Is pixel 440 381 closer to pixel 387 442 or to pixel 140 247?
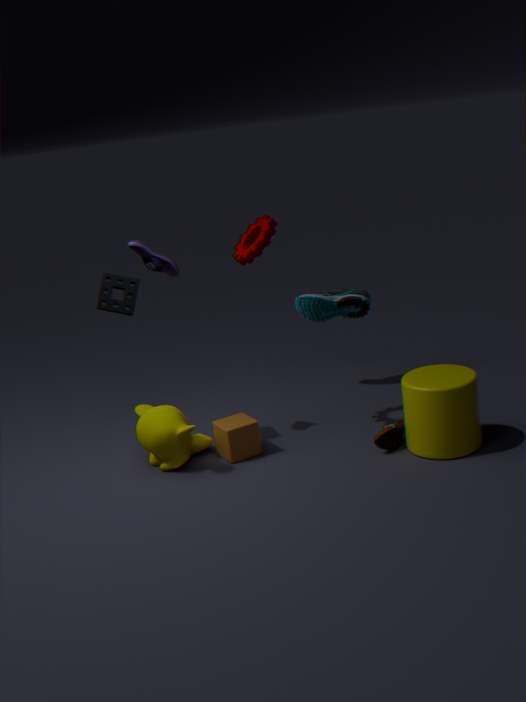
pixel 387 442
